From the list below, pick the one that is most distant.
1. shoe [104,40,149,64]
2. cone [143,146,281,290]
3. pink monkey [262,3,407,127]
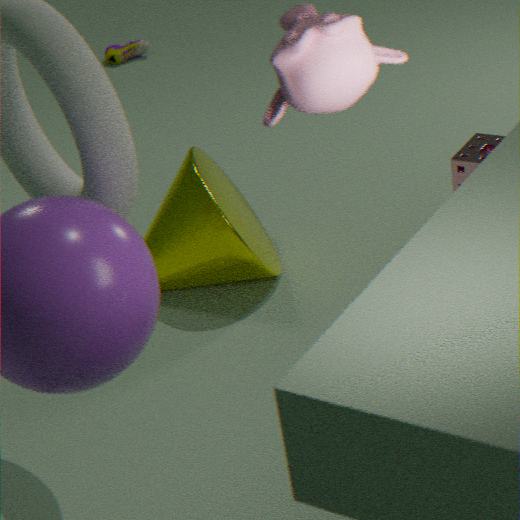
shoe [104,40,149,64]
